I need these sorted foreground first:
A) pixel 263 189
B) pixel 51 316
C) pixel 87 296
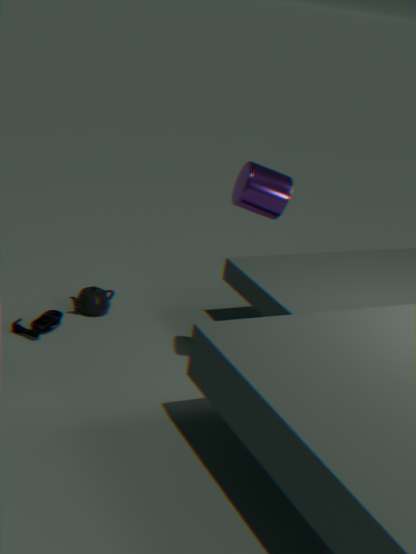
pixel 263 189, pixel 51 316, pixel 87 296
